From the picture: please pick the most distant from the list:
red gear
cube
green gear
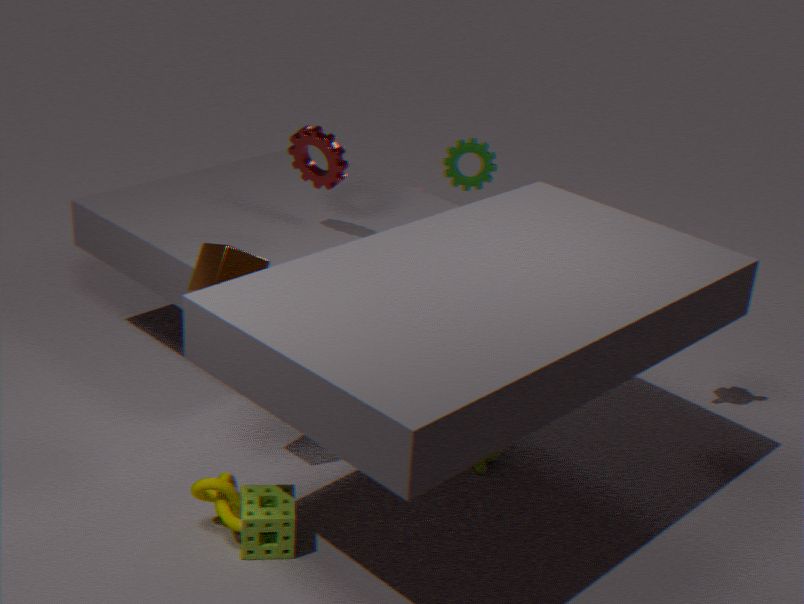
green gear
